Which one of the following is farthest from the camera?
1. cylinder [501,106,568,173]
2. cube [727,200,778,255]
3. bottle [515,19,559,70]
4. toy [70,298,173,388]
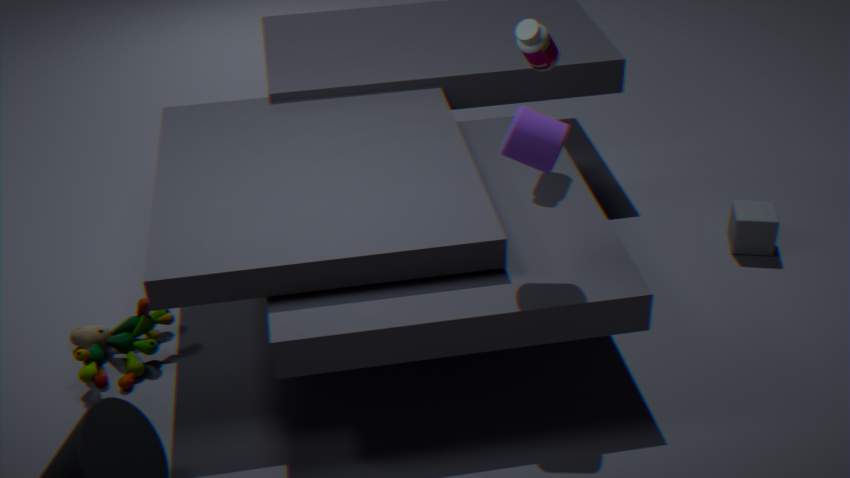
cube [727,200,778,255]
